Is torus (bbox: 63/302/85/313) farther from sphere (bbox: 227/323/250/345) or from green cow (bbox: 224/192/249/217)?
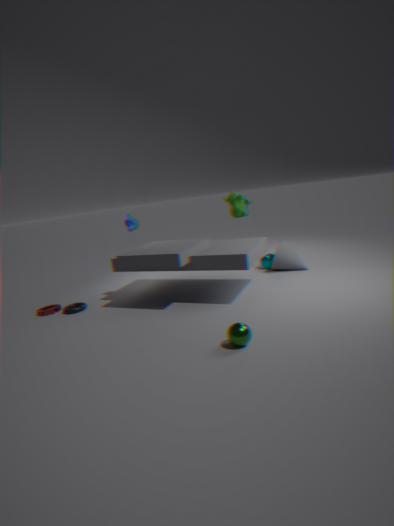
green cow (bbox: 224/192/249/217)
